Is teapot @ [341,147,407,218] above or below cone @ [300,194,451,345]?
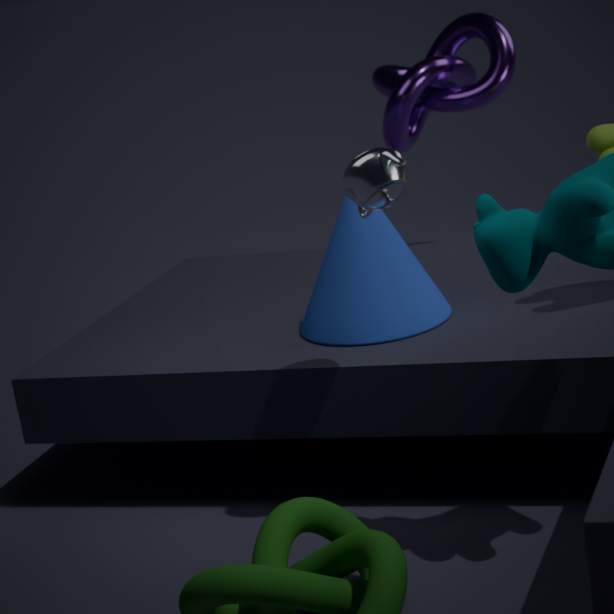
above
